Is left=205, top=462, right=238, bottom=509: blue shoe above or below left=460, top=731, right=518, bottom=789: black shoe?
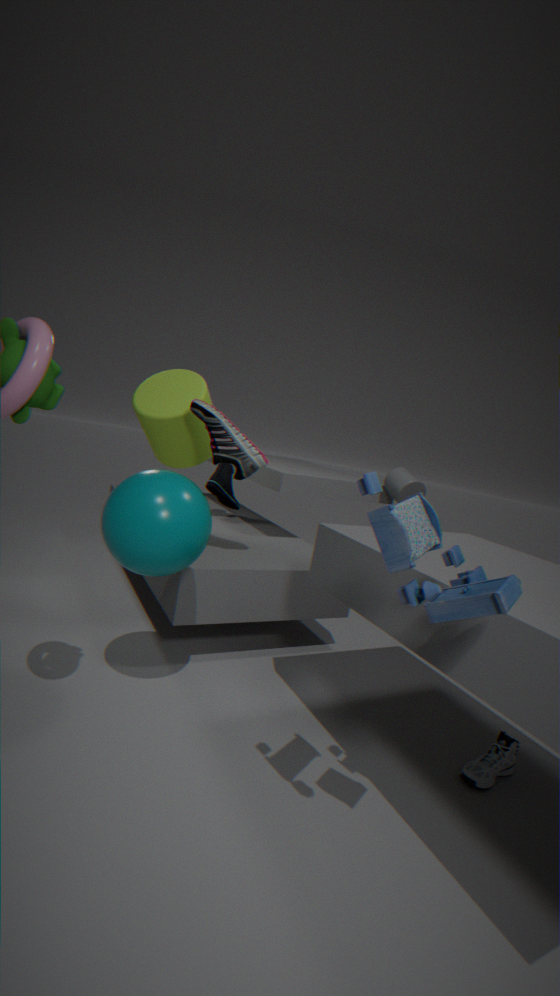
above
